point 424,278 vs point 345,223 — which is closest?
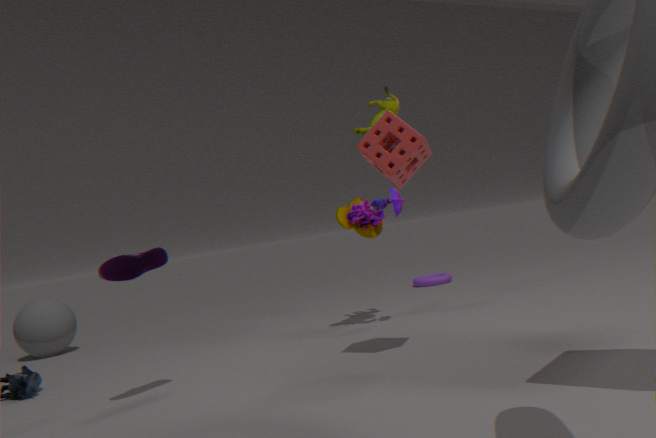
point 345,223
